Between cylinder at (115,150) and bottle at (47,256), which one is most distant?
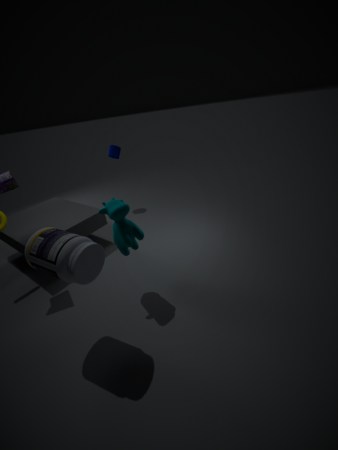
cylinder at (115,150)
